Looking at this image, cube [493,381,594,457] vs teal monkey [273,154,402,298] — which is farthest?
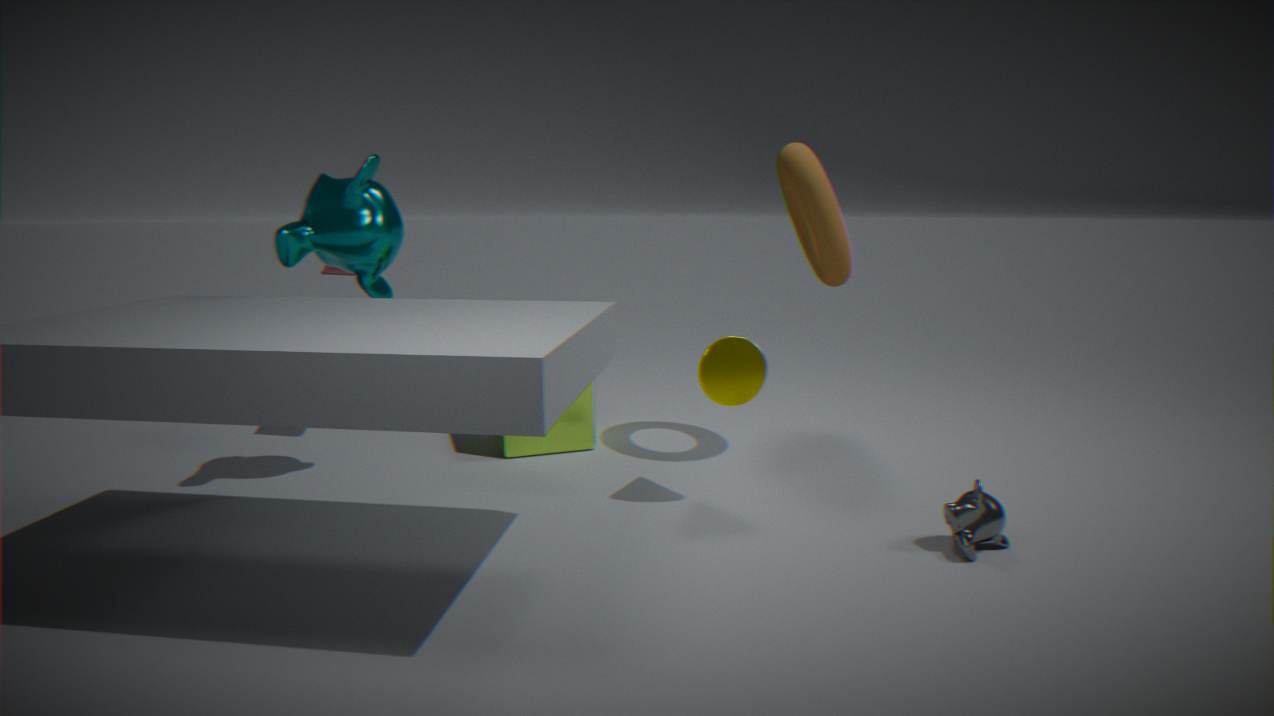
cube [493,381,594,457]
